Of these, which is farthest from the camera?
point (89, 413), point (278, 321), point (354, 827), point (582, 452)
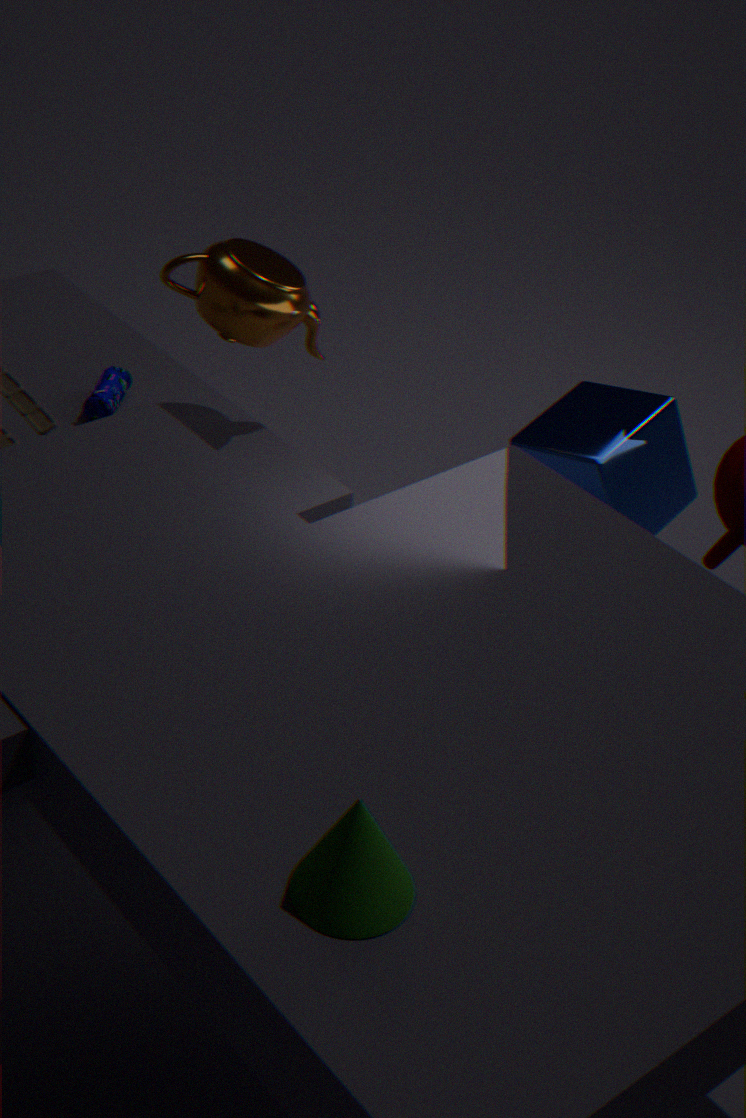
point (89, 413)
